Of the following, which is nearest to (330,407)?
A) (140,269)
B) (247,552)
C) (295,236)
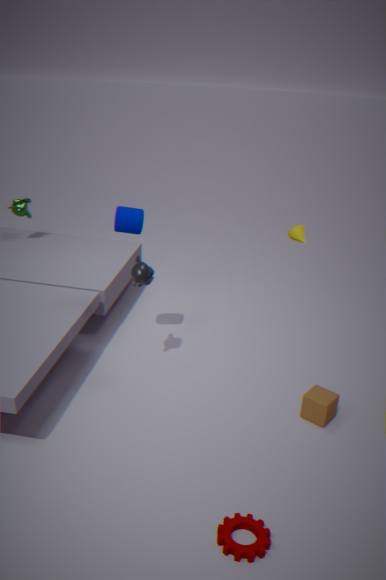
(247,552)
